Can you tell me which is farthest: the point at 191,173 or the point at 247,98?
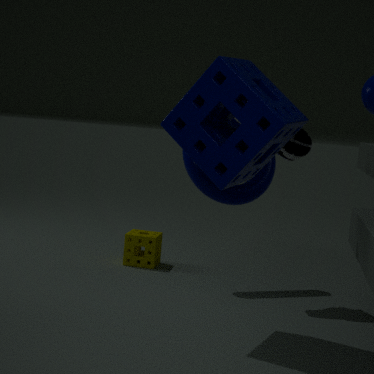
the point at 191,173
